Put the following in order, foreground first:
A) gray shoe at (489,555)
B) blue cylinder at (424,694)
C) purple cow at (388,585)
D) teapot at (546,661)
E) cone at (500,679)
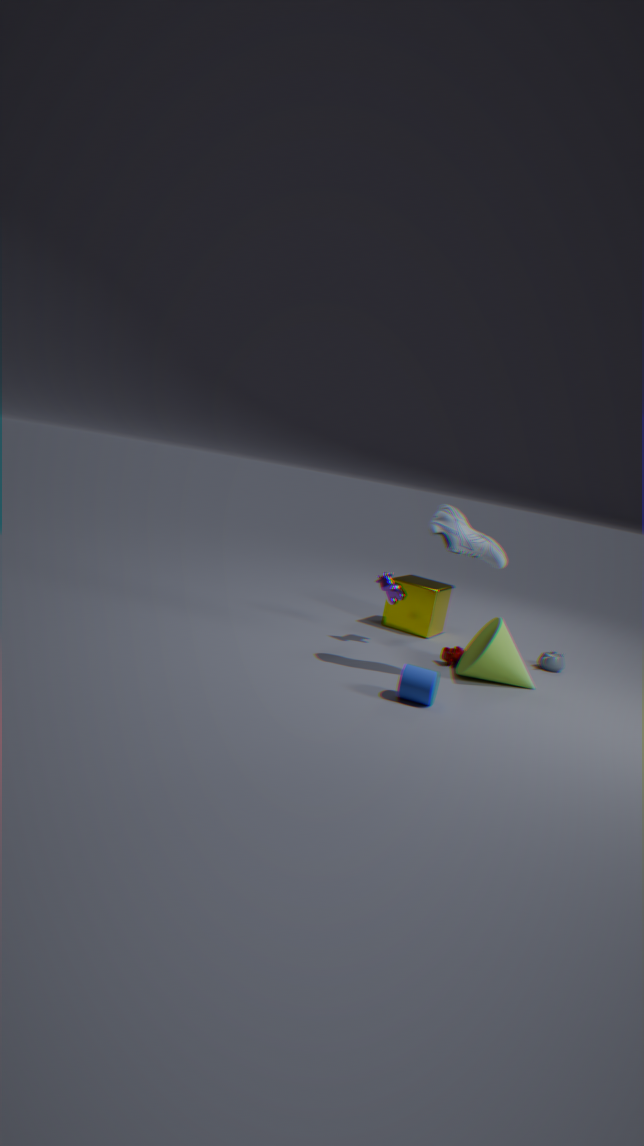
blue cylinder at (424,694) → gray shoe at (489,555) → cone at (500,679) → purple cow at (388,585) → teapot at (546,661)
